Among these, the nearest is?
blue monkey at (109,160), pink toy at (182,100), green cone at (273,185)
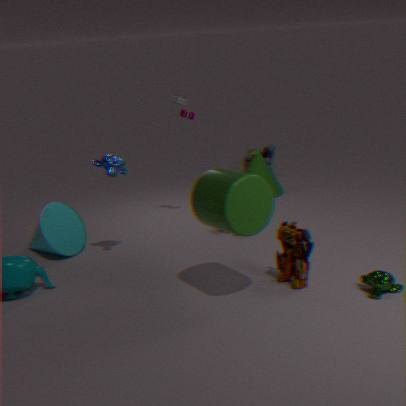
blue monkey at (109,160)
